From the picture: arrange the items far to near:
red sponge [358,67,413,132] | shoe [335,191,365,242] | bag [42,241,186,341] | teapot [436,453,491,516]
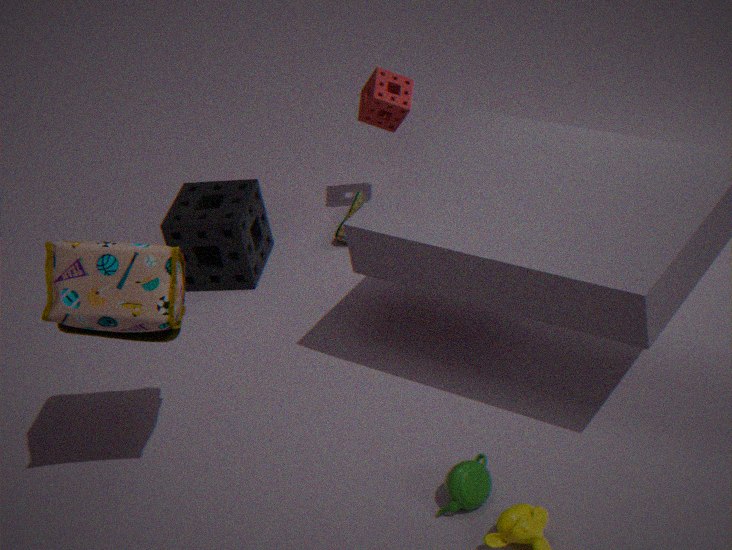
shoe [335,191,365,242], red sponge [358,67,413,132], teapot [436,453,491,516], bag [42,241,186,341]
